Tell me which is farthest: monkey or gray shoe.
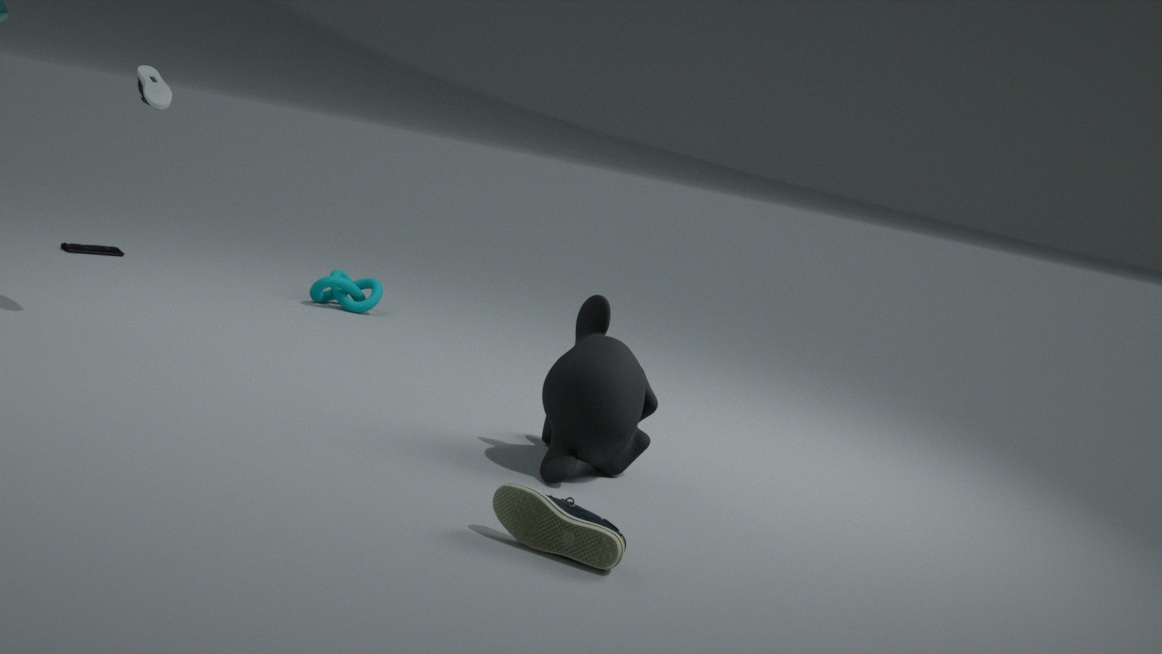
gray shoe
